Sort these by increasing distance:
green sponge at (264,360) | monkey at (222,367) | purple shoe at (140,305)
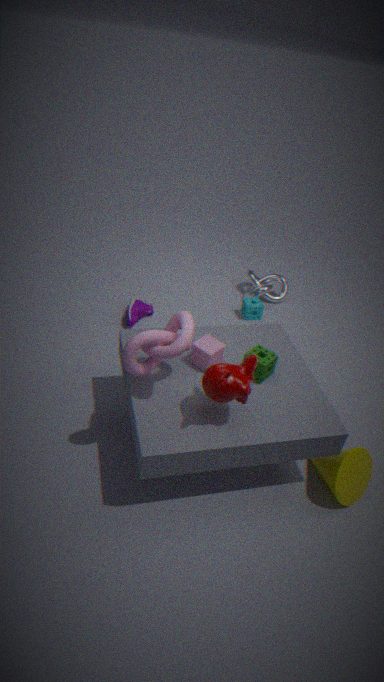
monkey at (222,367) → green sponge at (264,360) → purple shoe at (140,305)
